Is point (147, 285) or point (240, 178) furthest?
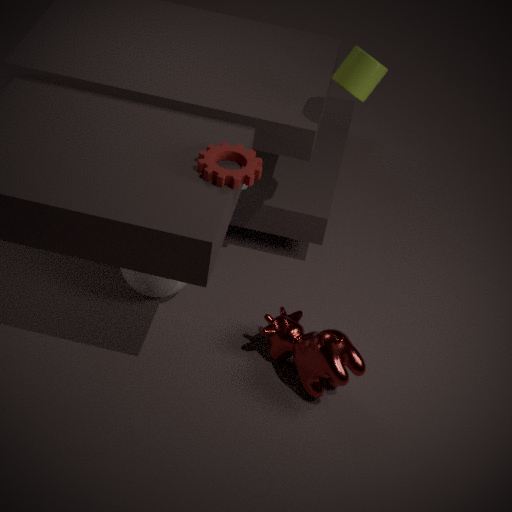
point (147, 285)
